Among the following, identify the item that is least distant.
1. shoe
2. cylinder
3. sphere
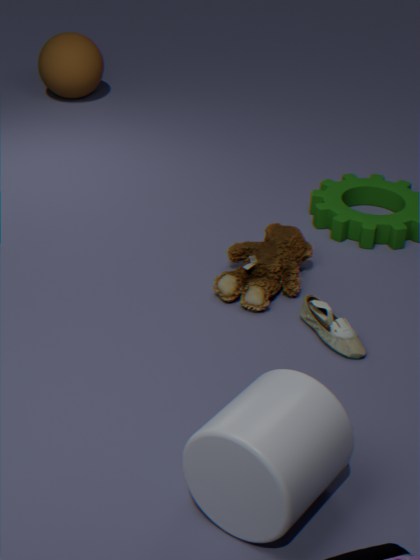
cylinder
